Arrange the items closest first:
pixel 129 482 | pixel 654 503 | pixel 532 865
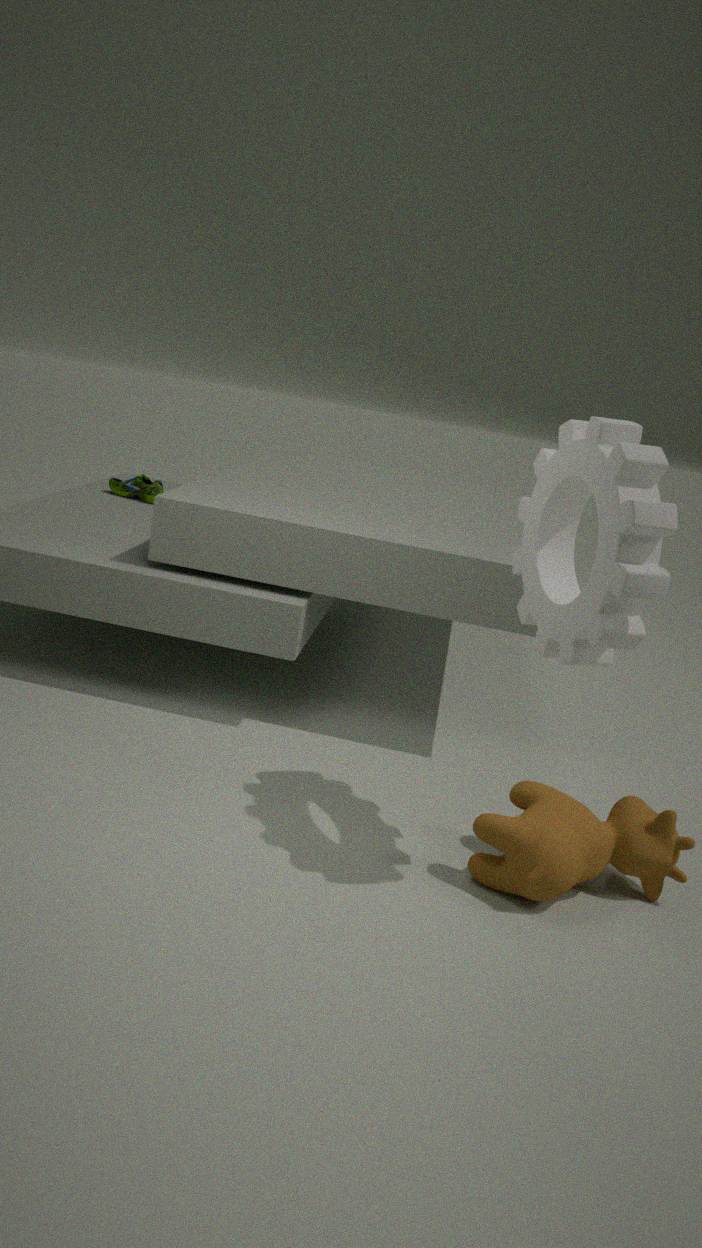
pixel 654 503
pixel 532 865
pixel 129 482
